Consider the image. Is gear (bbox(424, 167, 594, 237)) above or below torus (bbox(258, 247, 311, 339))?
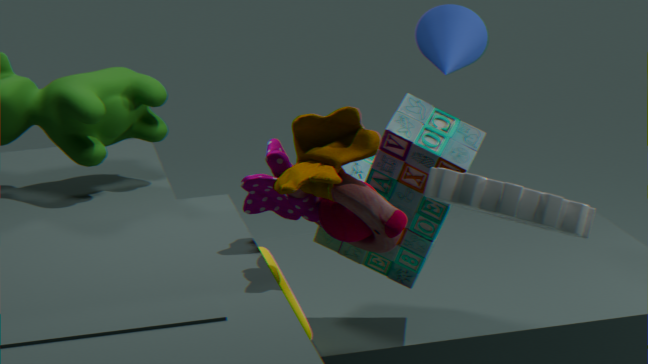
above
